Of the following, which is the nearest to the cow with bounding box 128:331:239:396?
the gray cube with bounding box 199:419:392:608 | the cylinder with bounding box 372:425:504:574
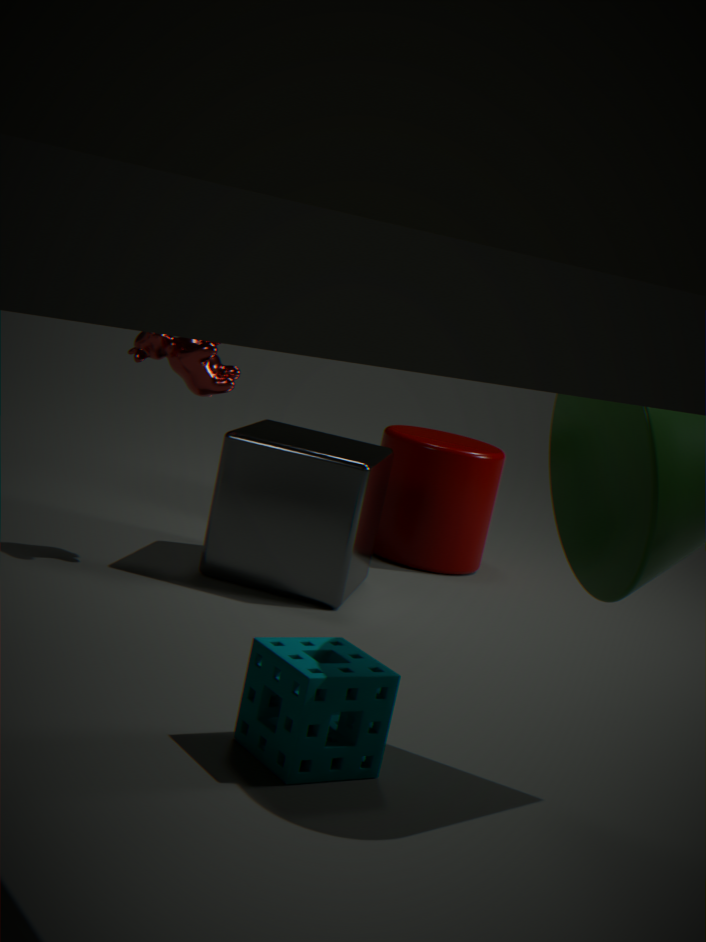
the gray cube with bounding box 199:419:392:608
